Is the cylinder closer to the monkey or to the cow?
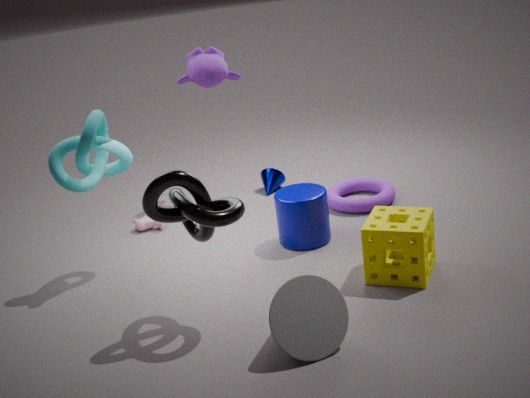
the cow
